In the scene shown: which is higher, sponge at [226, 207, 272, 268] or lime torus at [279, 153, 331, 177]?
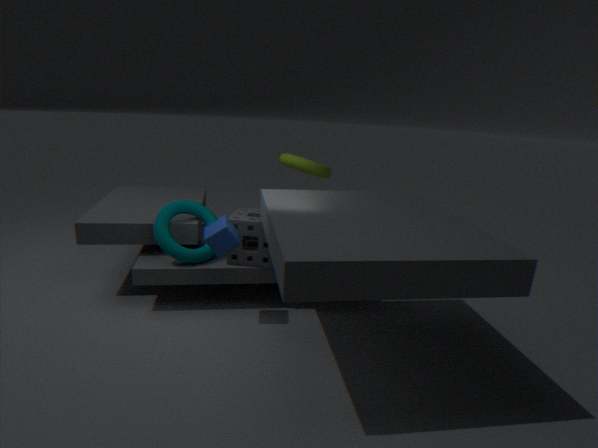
lime torus at [279, 153, 331, 177]
